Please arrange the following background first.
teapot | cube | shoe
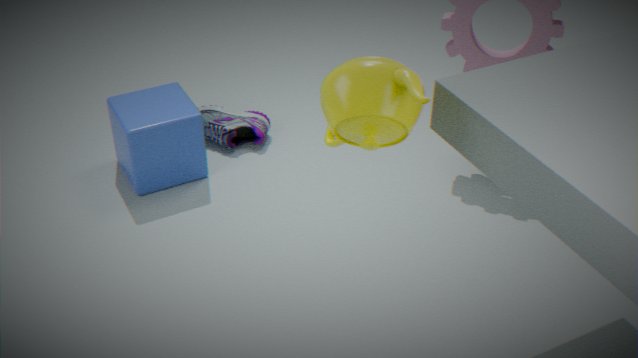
shoe
cube
teapot
